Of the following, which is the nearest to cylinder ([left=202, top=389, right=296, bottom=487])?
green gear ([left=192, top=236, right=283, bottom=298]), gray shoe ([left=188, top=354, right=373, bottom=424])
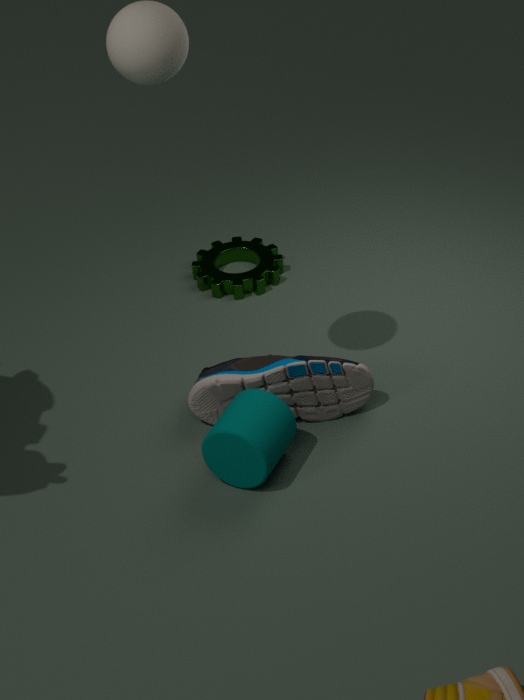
gray shoe ([left=188, top=354, right=373, bottom=424])
